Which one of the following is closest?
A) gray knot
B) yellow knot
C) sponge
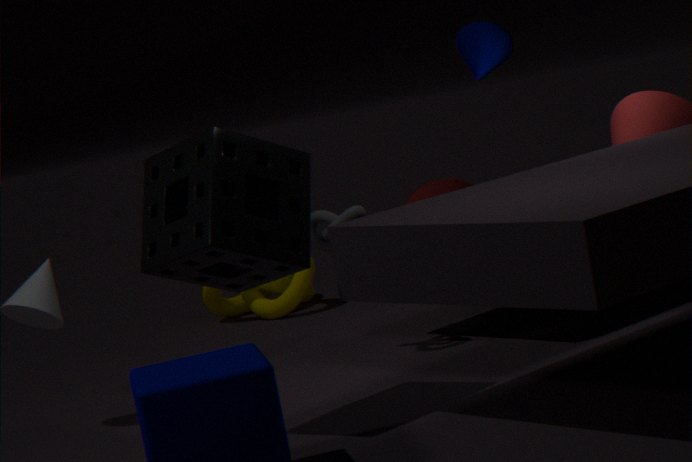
sponge
